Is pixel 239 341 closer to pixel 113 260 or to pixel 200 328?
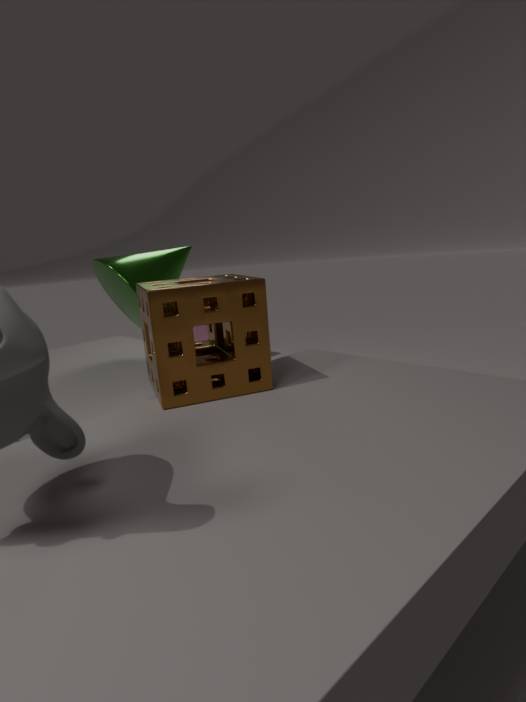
pixel 113 260
